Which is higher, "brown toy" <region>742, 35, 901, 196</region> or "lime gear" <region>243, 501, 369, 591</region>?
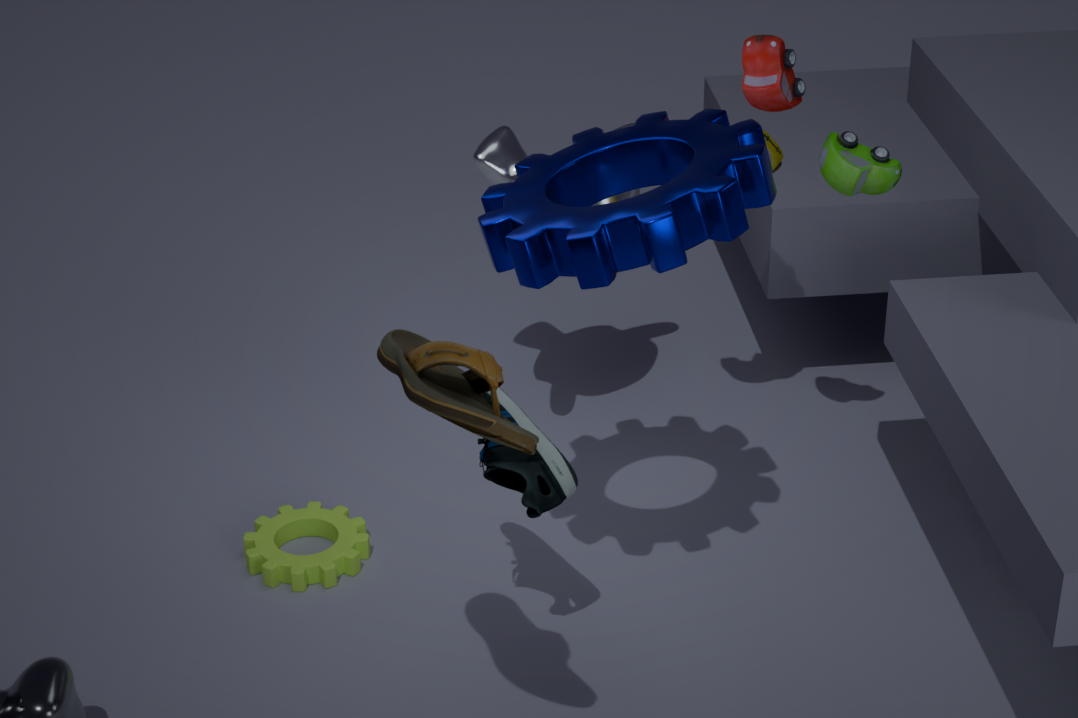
"brown toy" <region>742, 35, 901, 196</region>
